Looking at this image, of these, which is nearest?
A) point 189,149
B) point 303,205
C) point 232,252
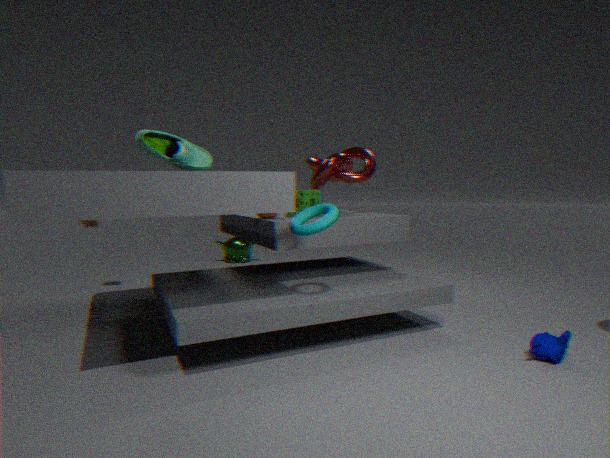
point 189,149
